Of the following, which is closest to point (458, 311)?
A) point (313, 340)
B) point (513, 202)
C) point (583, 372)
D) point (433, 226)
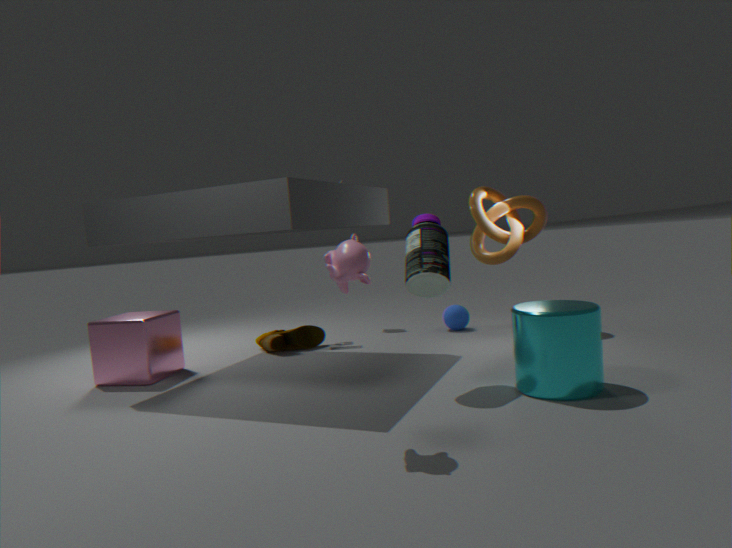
point (513, 202)
